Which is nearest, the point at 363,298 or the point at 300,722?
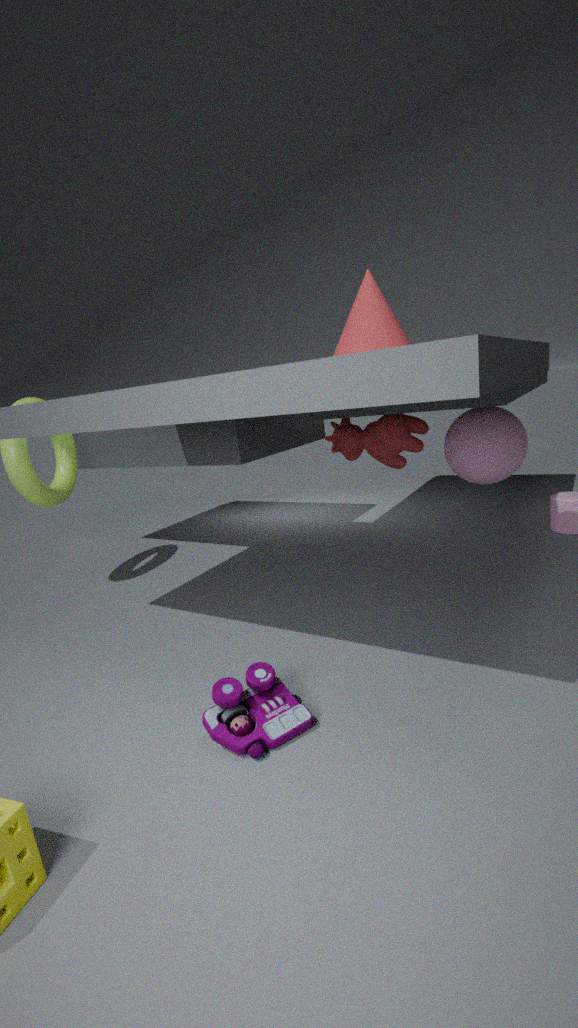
the point at 300,722
